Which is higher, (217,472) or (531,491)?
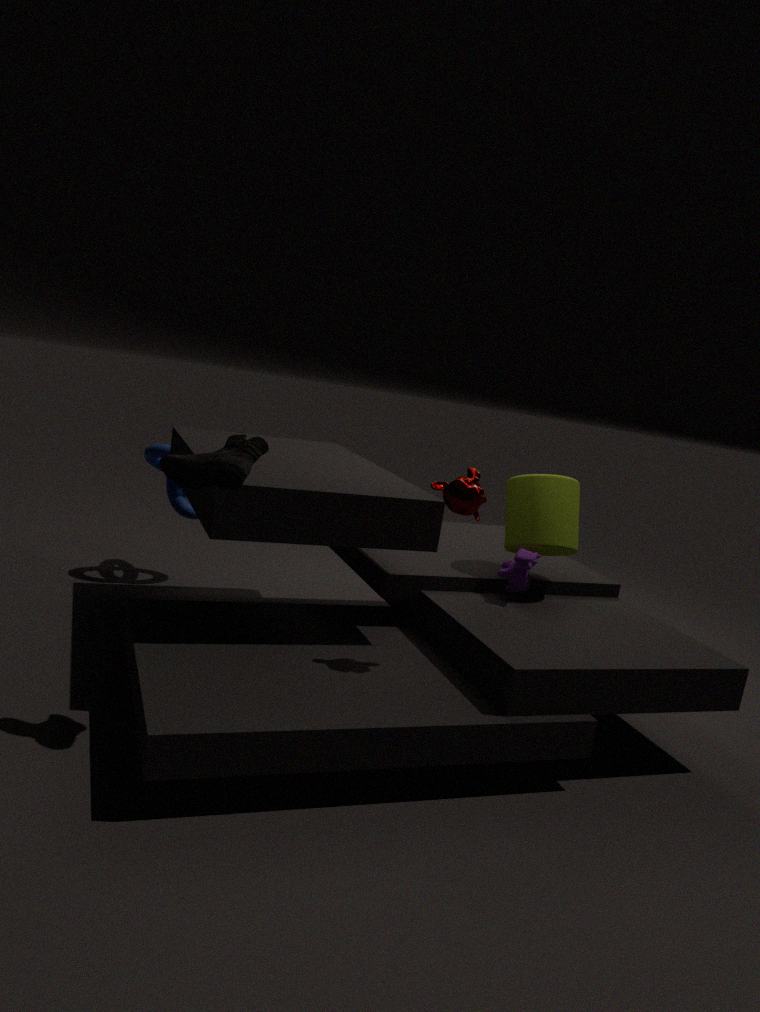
(217,472)
